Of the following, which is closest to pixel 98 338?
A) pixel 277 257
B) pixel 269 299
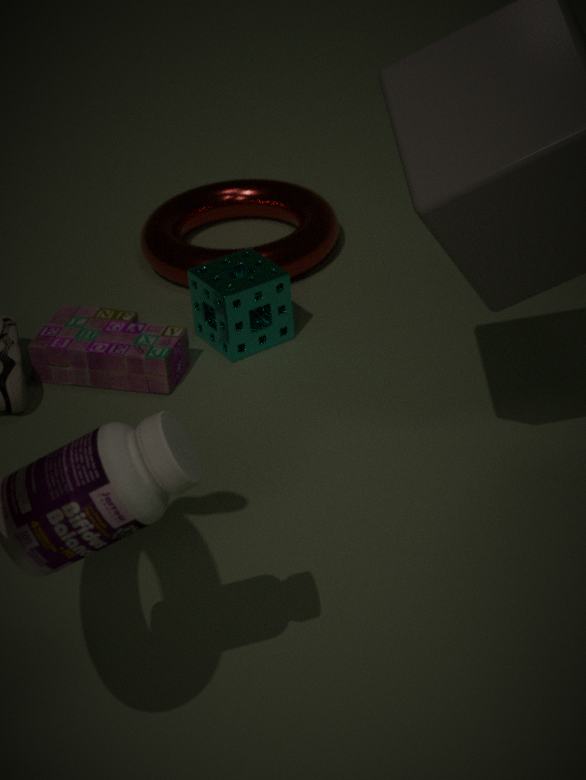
pixel 269 299
